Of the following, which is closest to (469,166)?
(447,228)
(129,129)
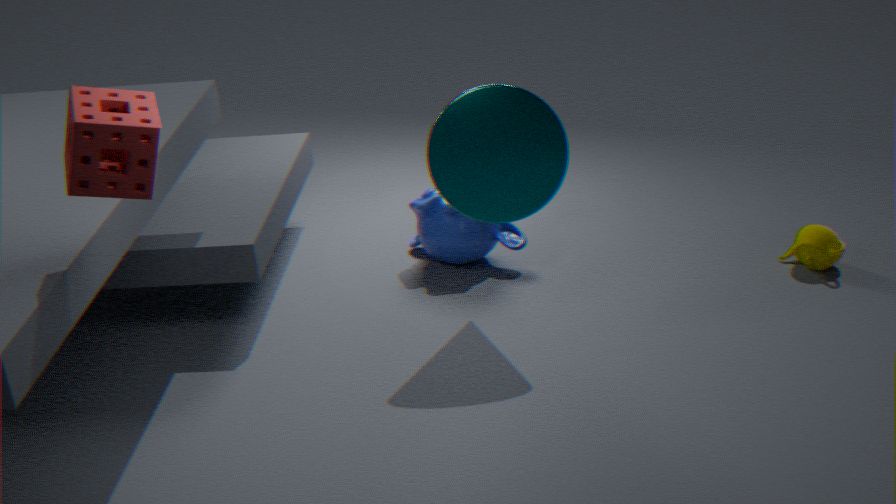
(447,228)
